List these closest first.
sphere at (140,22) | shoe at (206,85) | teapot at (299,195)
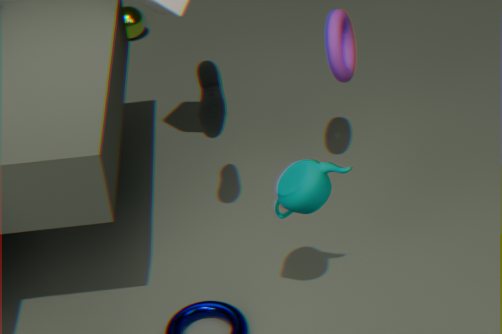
teapot at (299,195), shoe at (206,85), sphere at (140,22)
